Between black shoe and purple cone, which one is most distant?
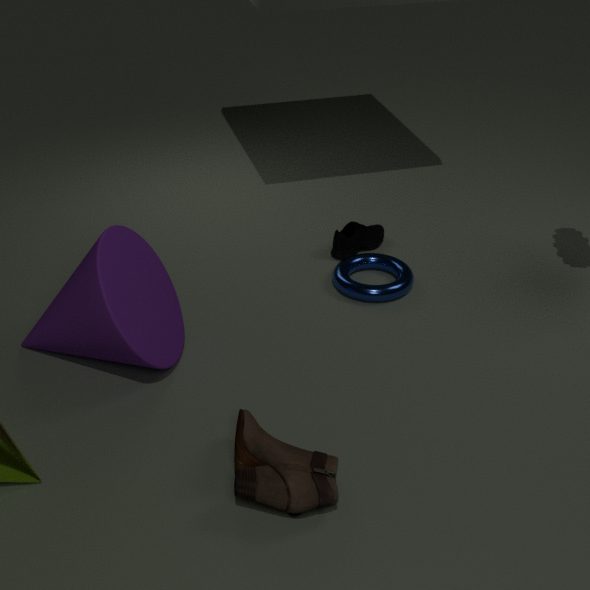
black shoe
